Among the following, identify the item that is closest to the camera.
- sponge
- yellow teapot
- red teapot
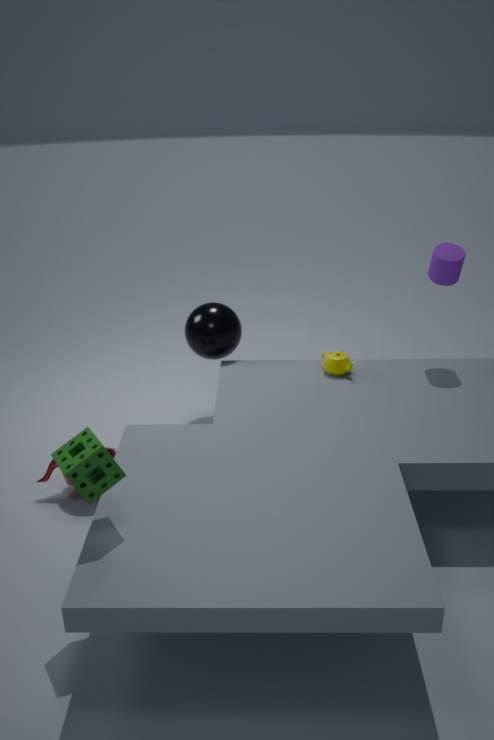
sponge
